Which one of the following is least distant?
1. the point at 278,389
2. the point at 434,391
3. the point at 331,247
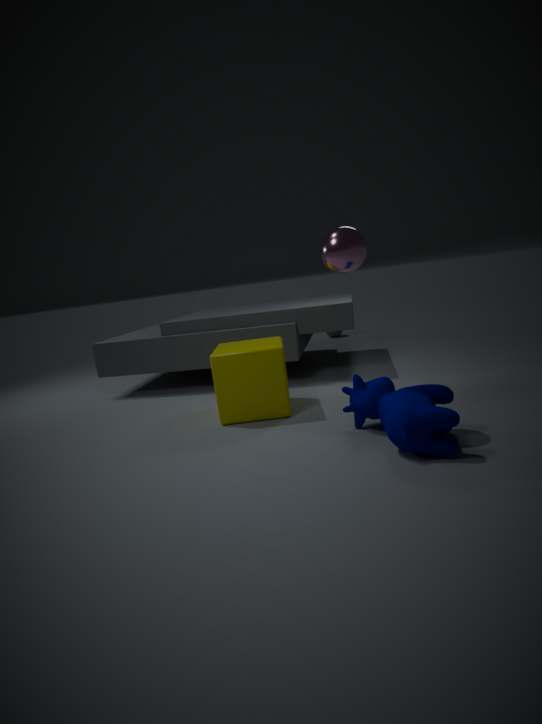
the point at 434,391
